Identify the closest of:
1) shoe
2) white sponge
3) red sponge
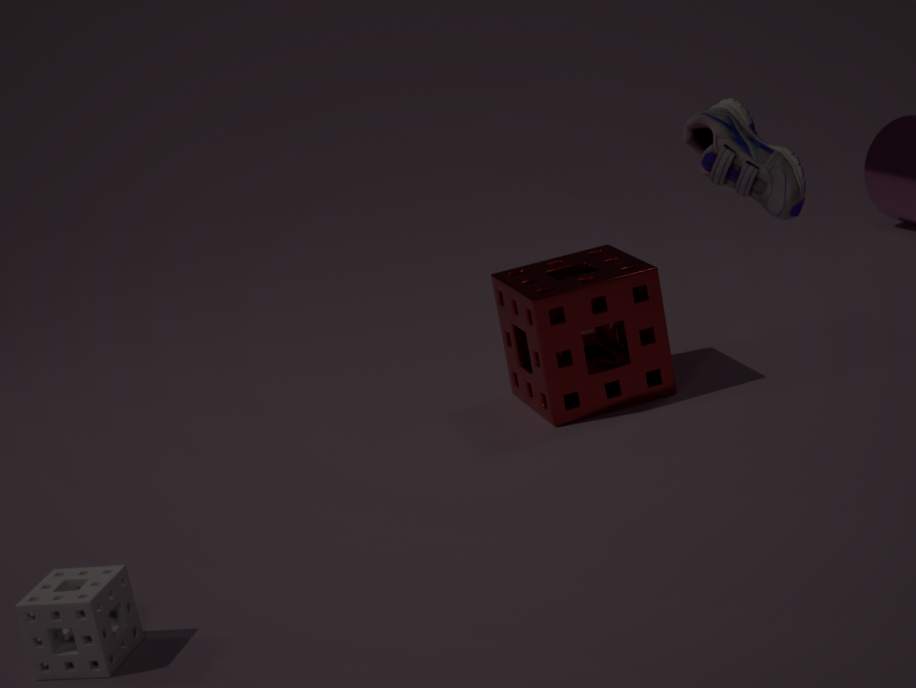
1. shoe
